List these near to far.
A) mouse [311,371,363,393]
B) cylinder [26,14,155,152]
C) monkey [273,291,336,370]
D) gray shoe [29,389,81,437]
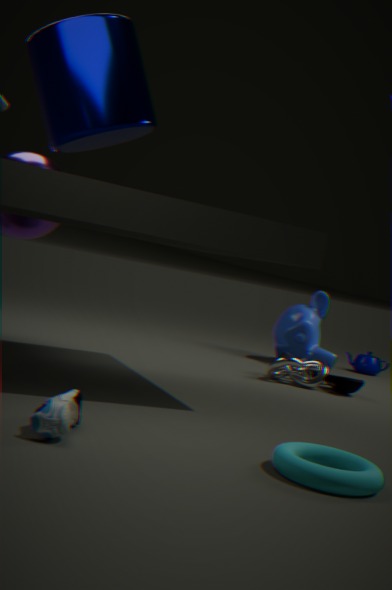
gray shoe [29,389,81,437], cylinder [26,14,155,152], mouse [311,371,363,393], monkey [273,291,336,370]
